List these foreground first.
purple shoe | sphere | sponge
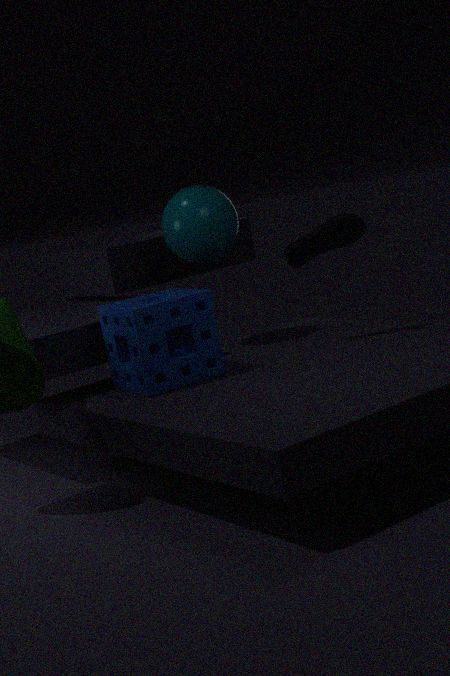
sponge
purple shoe
sphere
